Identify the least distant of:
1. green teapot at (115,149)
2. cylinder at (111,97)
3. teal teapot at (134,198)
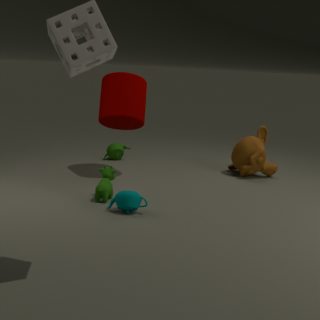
teal teapot at (134,198)
